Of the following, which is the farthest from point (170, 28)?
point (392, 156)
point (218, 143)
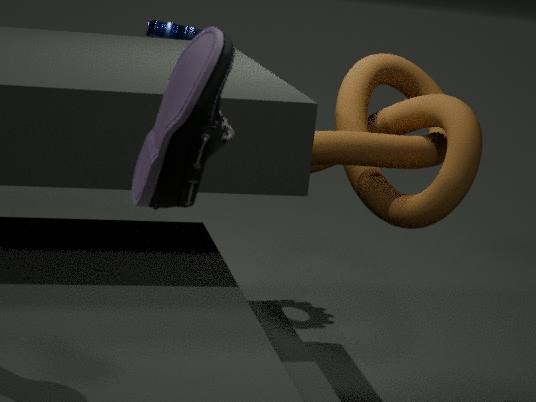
point (218, 143)
